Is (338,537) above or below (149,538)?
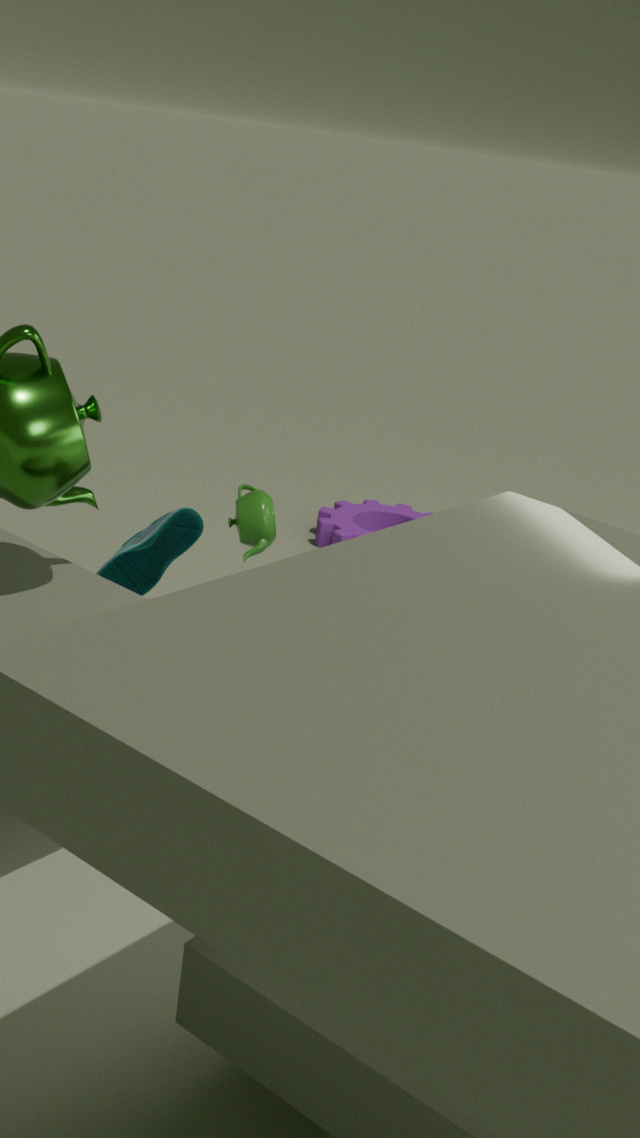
below
